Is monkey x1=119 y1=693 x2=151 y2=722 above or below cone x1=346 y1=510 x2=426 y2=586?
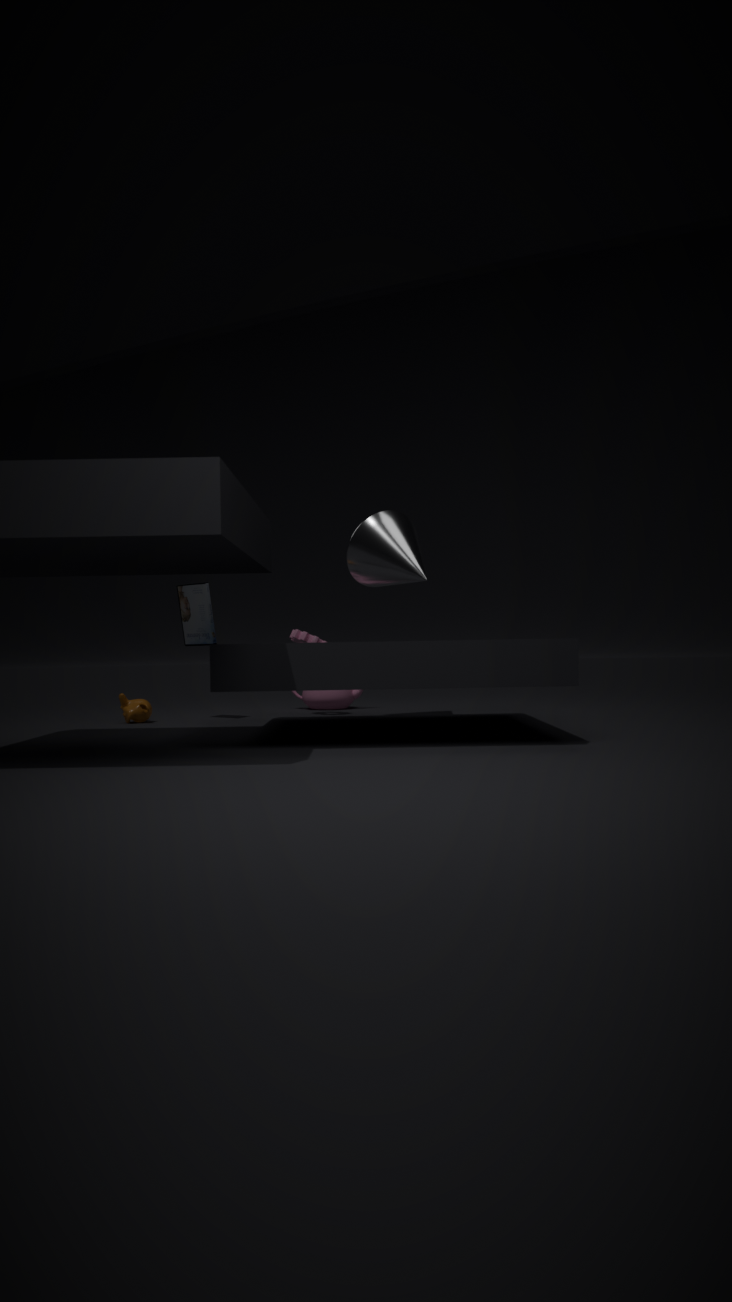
below
